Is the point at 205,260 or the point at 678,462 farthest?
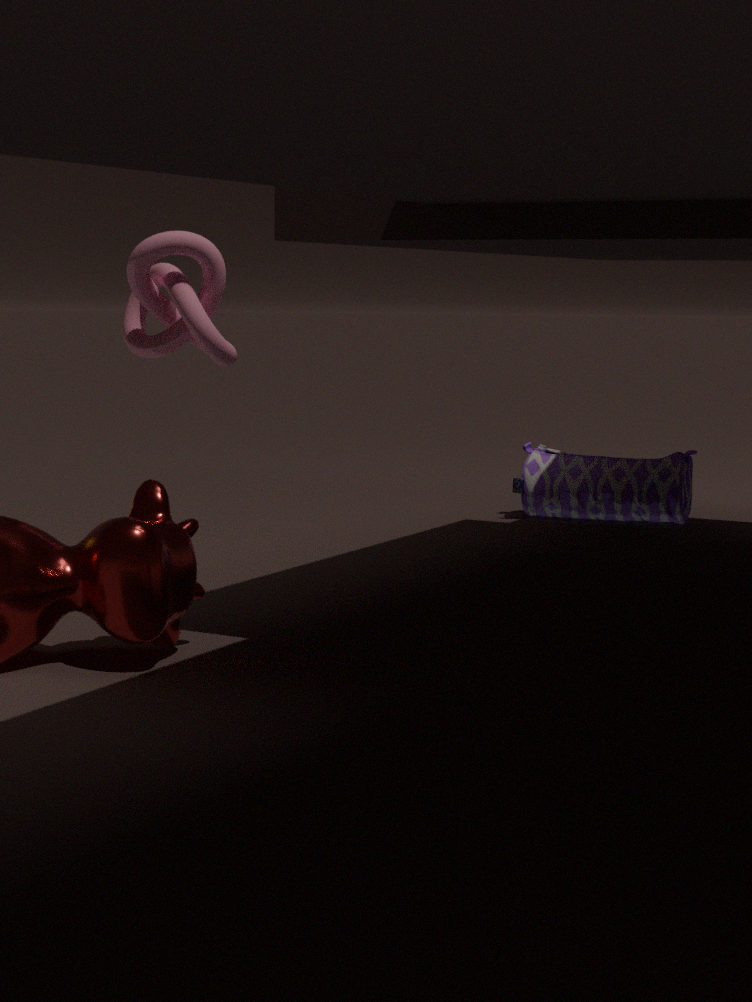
the point at 678,462
